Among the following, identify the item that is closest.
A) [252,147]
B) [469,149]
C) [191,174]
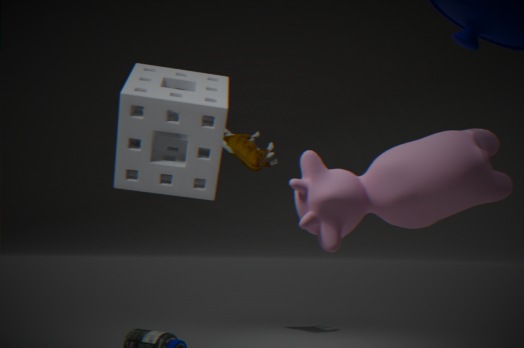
[469,149]
